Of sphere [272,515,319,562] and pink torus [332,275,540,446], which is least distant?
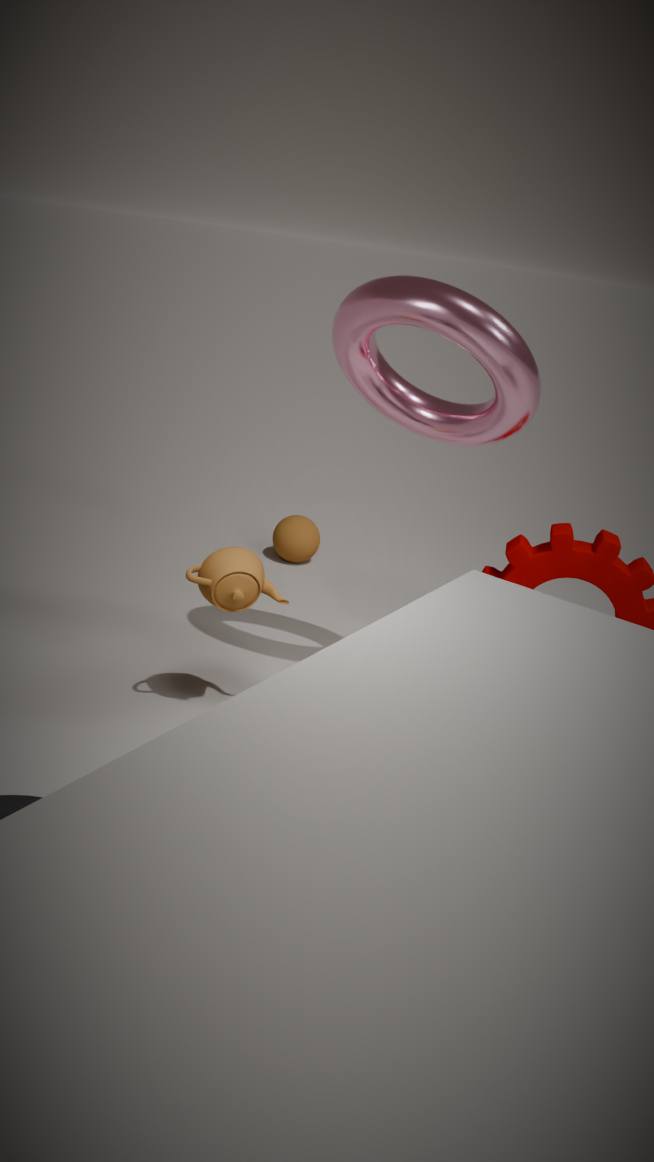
pink torus [332,275,540,446]
